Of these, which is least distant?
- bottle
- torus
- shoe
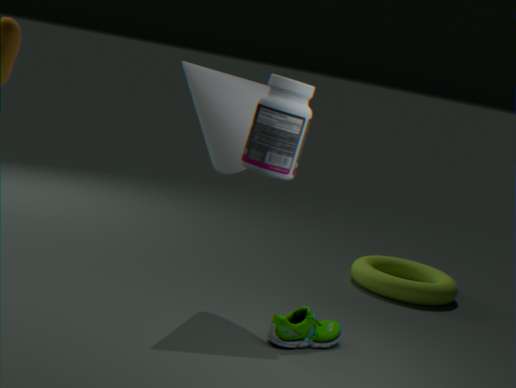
bottle
